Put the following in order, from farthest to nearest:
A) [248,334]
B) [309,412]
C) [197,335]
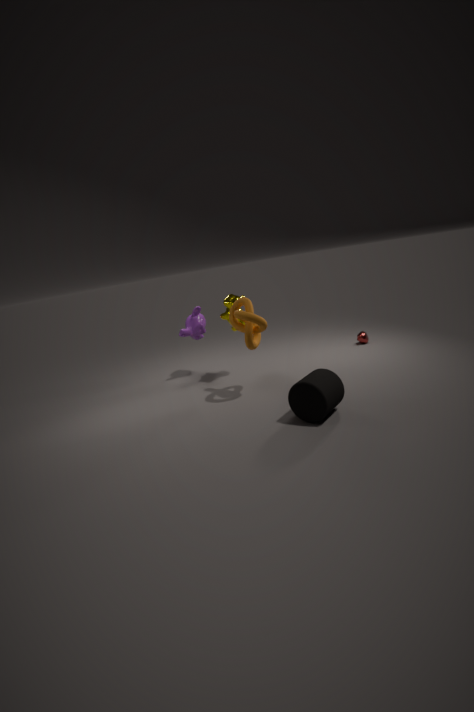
[197,335]
[248,334]
[309,412]
